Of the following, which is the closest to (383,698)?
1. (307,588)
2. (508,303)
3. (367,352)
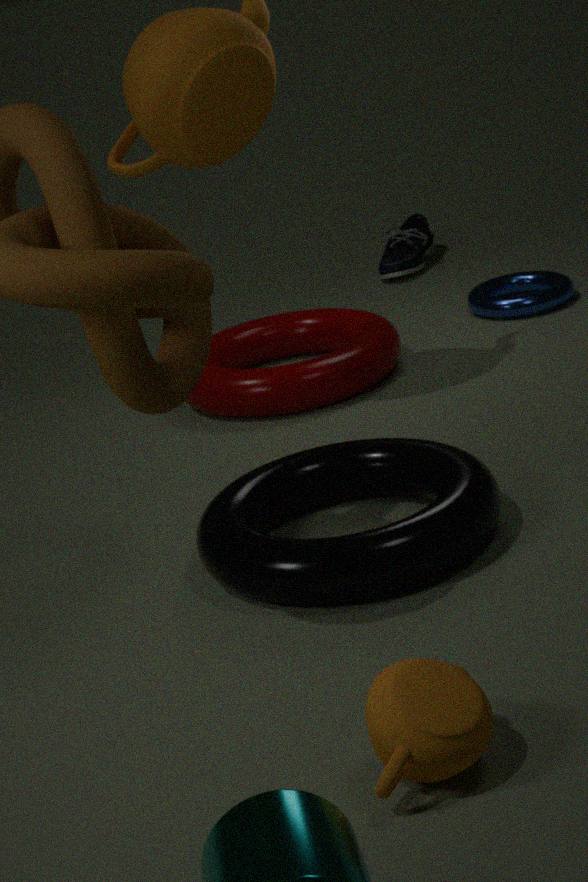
(307,588)
